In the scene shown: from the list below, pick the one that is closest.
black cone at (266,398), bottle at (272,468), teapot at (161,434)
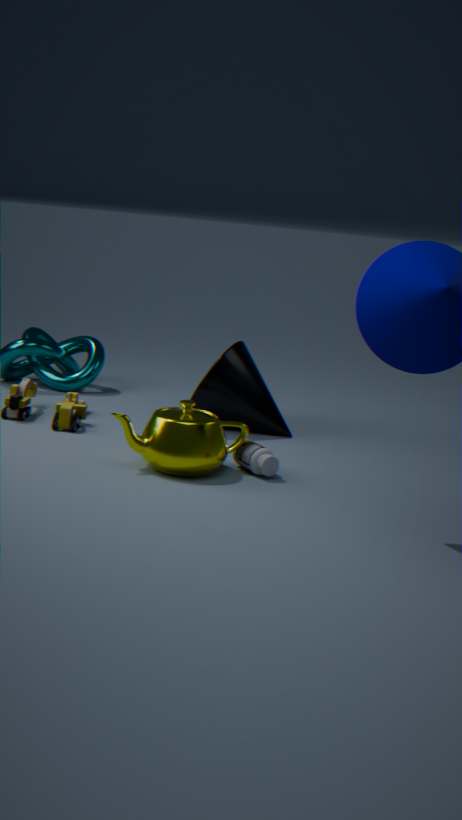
teapot at (161,434)
